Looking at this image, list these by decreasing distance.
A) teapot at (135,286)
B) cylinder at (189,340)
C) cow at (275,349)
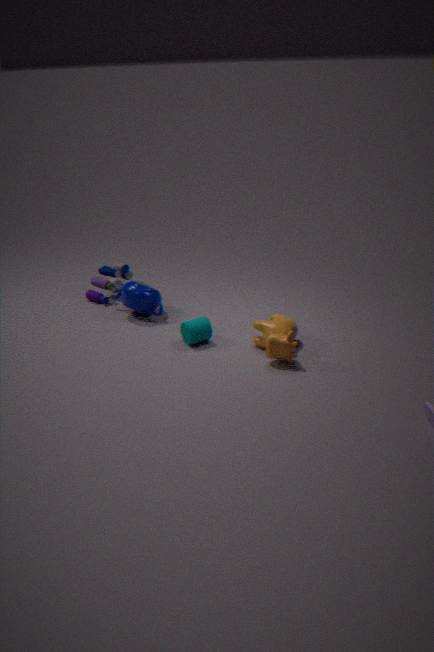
teapot at (135,286)
cylinder at (189,340)
cow at (275,349)
